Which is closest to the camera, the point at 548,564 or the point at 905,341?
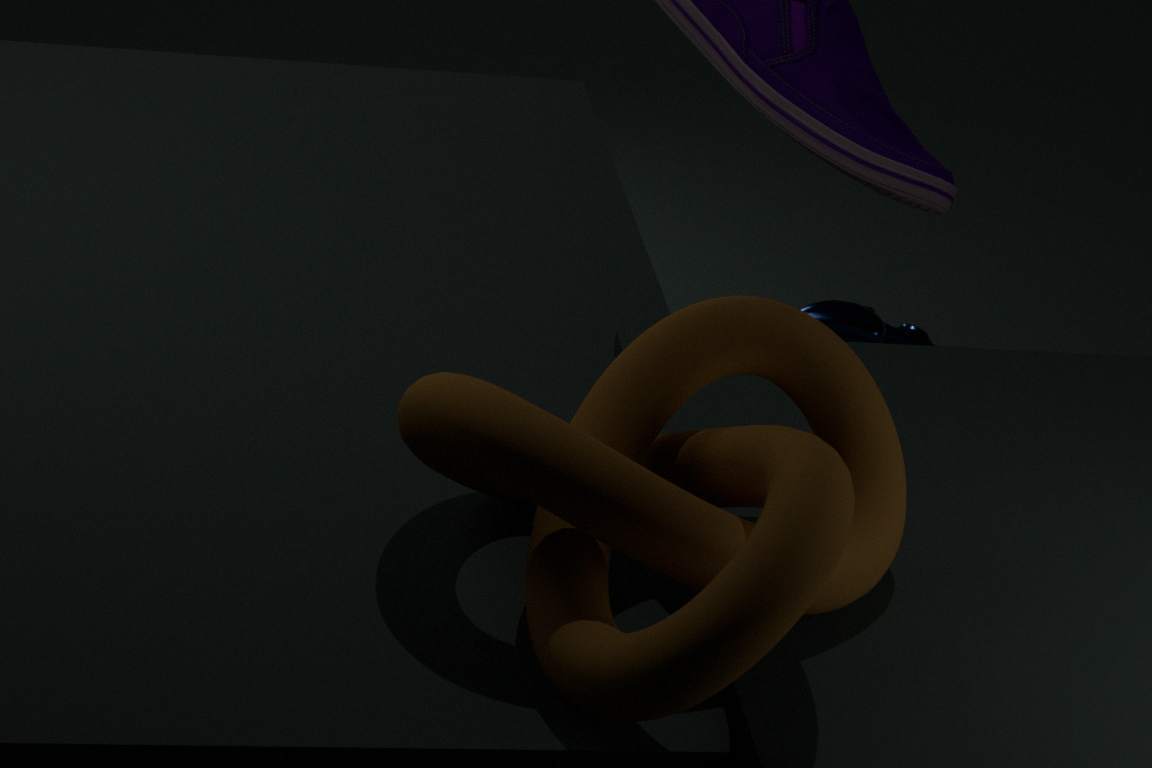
the point at 548,564
